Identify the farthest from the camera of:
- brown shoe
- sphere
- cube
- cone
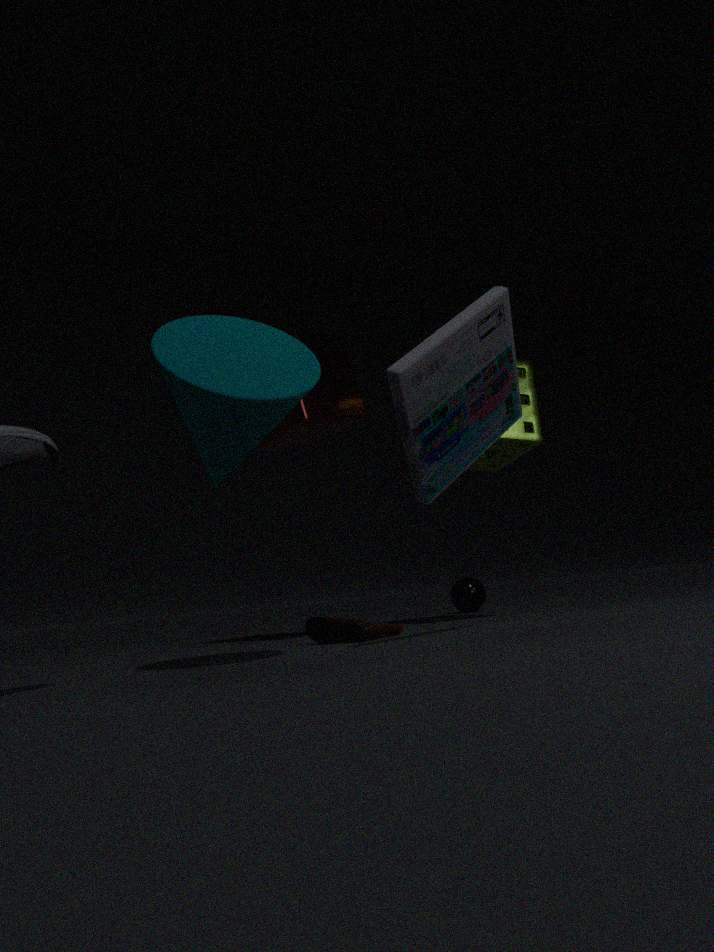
sphere
